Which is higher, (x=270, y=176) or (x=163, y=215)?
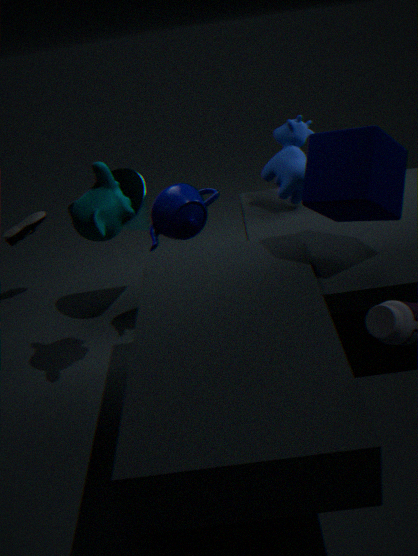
(x=270, y=176)
